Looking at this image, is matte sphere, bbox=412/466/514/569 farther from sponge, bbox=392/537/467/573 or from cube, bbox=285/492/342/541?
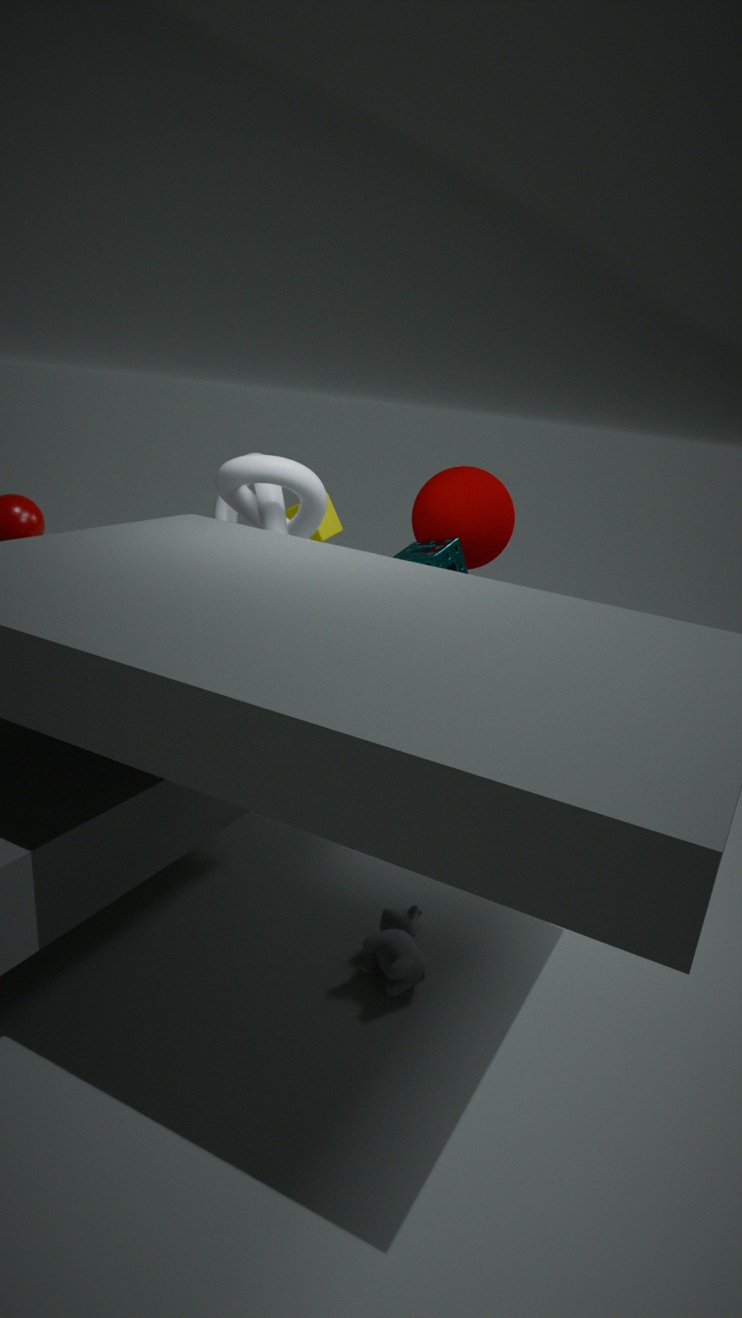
cube, bbox=285/492/342/541
